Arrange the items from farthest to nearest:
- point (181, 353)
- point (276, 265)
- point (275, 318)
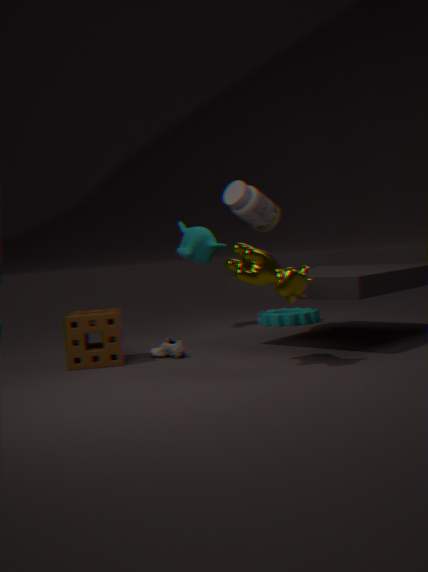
1. point (275, 318)
2. point (181, 353)
3. point (276, 265)
